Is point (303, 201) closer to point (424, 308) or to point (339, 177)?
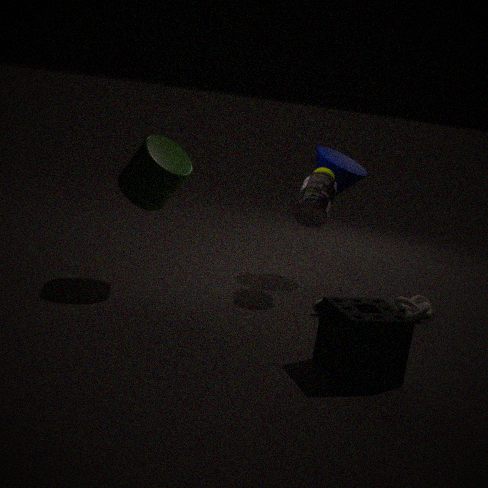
point (339, 177)
